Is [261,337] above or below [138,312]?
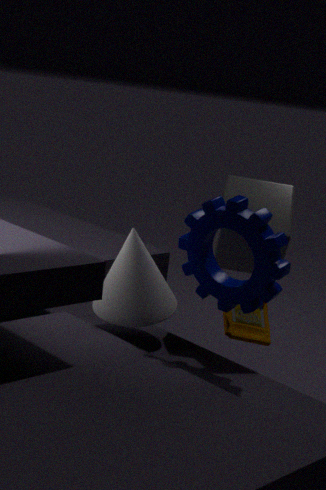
below
